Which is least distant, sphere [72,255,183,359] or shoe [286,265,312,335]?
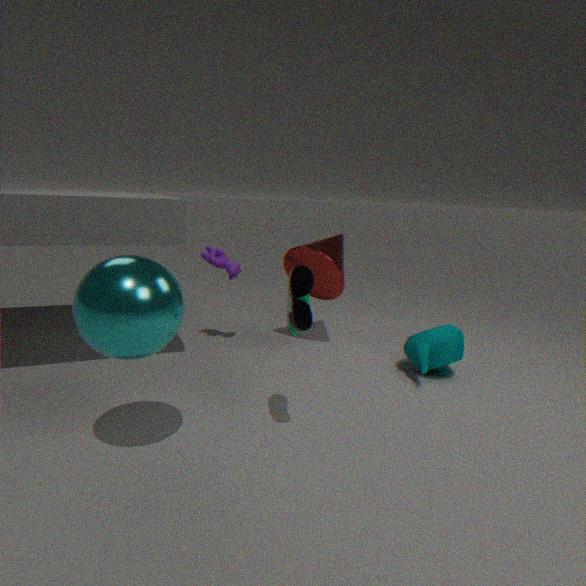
sphere [72,255,183,359]
